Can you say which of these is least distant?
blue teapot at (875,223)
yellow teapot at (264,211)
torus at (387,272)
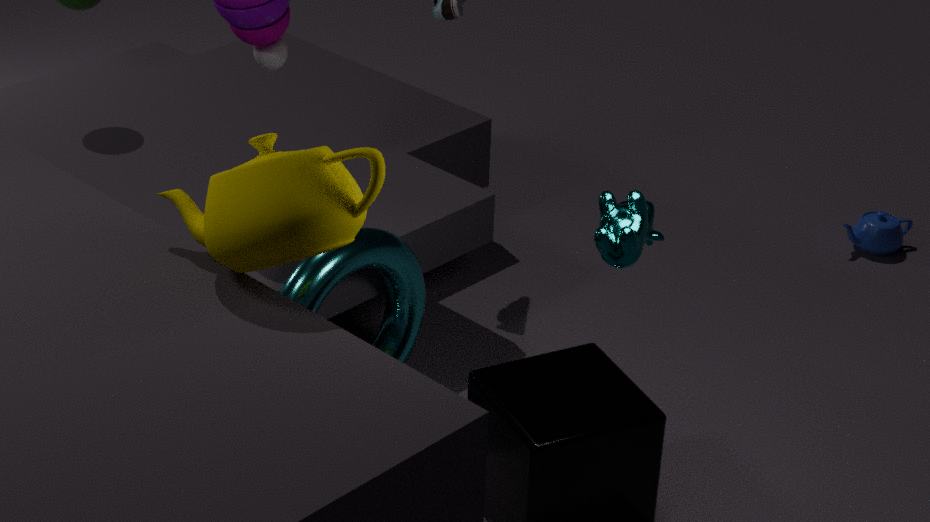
yellow teapot at (264,211)
